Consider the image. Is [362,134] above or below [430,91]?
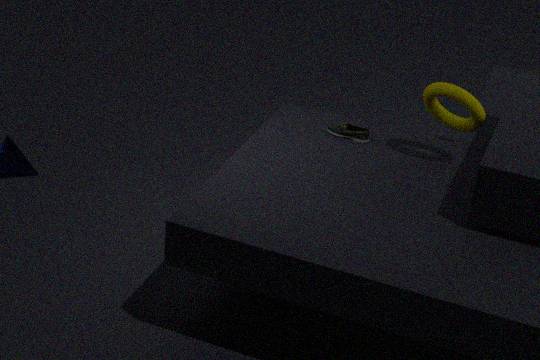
below
